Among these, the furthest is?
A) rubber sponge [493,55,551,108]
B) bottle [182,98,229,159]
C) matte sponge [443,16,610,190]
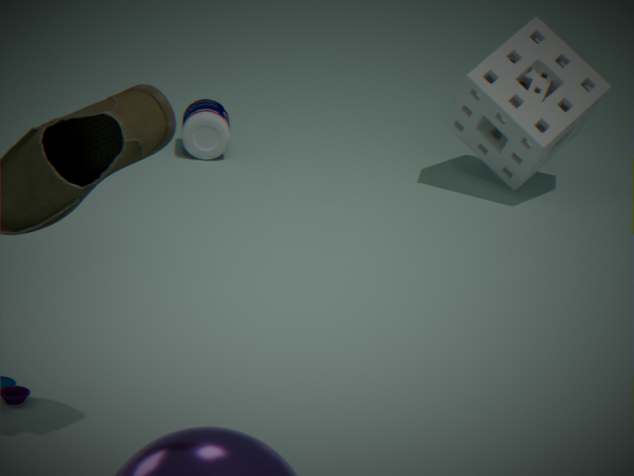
bottle [182,98,229,159]
